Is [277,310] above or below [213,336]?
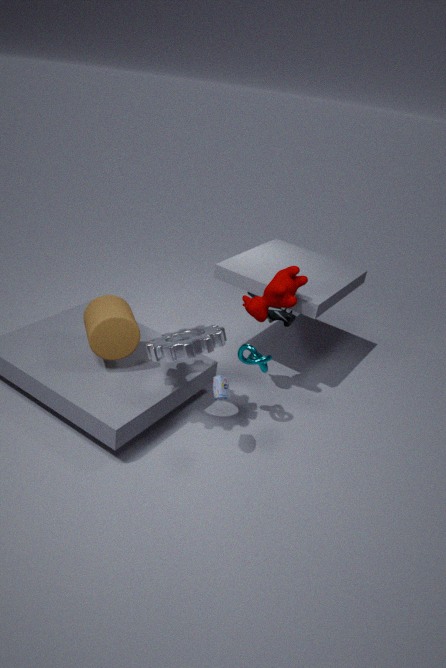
below
